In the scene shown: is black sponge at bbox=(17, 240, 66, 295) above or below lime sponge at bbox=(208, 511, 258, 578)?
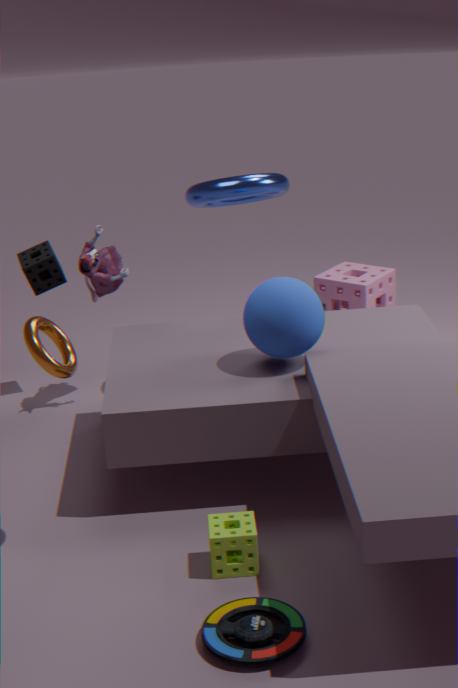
above
